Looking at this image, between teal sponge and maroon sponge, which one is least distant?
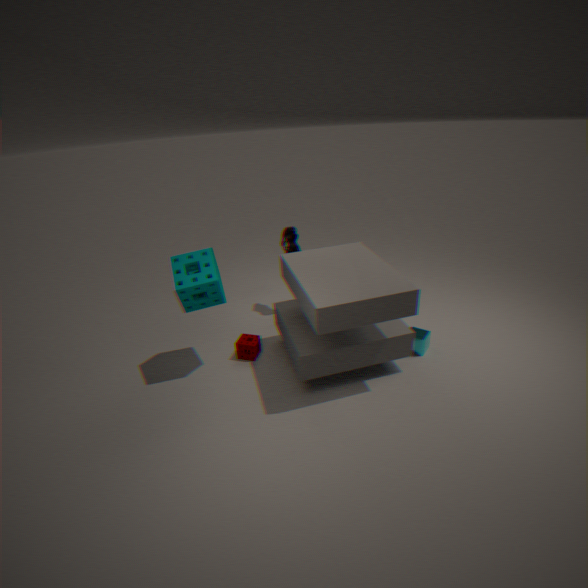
teal sponge
